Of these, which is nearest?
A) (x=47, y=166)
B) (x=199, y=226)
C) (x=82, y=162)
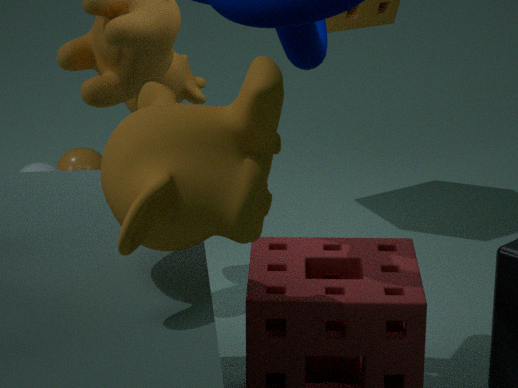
(x=199, y=226)
